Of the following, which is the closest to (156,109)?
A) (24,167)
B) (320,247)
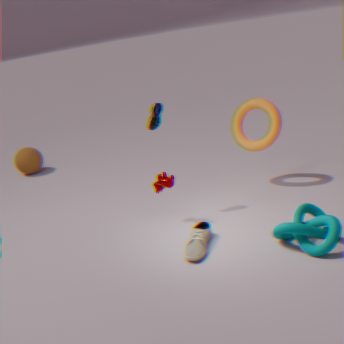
(320,247)
